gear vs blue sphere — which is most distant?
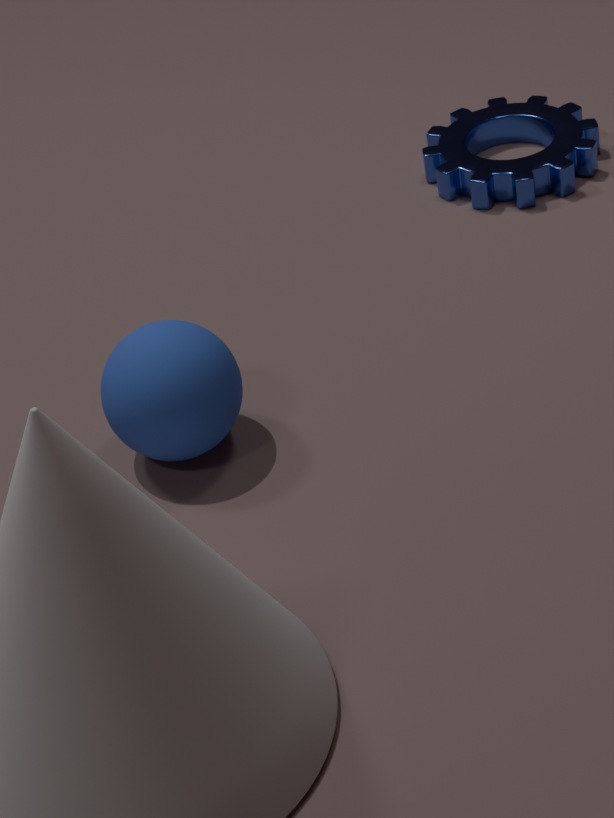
gear
